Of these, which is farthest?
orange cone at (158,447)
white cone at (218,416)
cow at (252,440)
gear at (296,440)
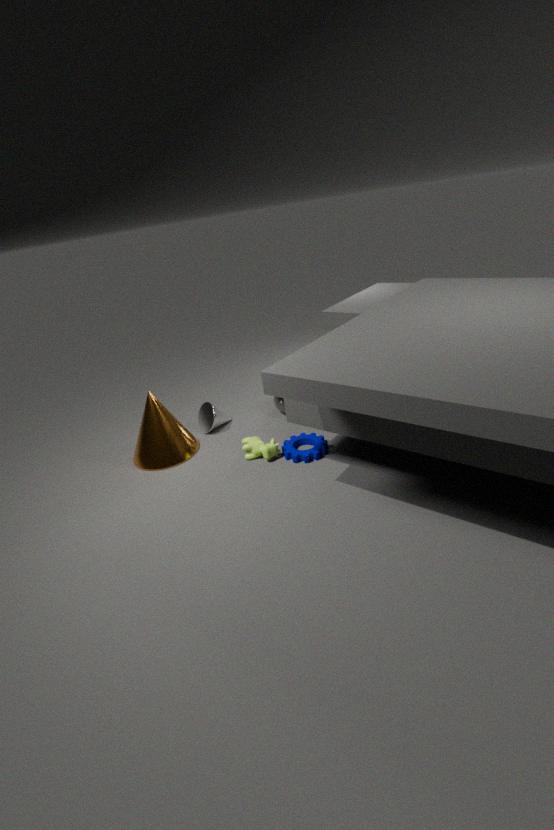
white cone at (218,416)
